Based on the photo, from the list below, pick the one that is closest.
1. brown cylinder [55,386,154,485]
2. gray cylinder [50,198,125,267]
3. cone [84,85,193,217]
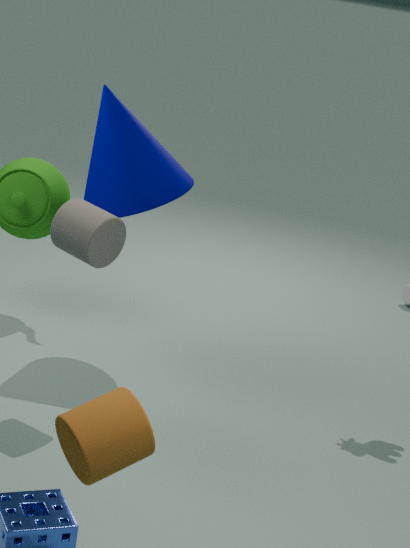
brown cylinder [55,386,154,485]
